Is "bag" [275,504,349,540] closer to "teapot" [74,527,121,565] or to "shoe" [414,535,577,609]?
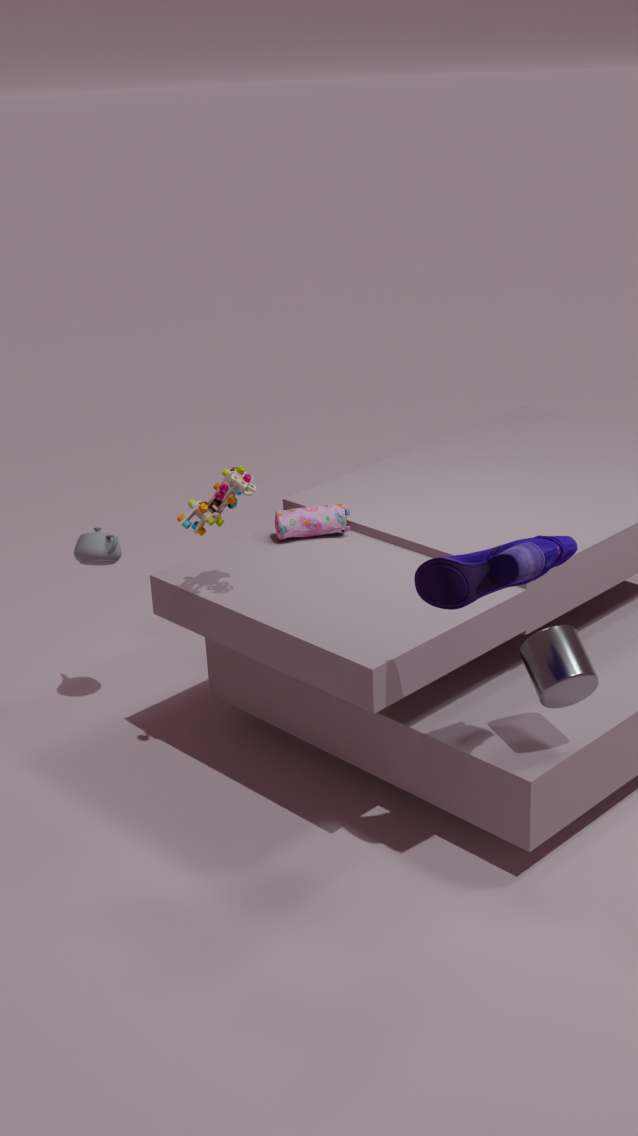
"teapot" [74,527,121,565]
